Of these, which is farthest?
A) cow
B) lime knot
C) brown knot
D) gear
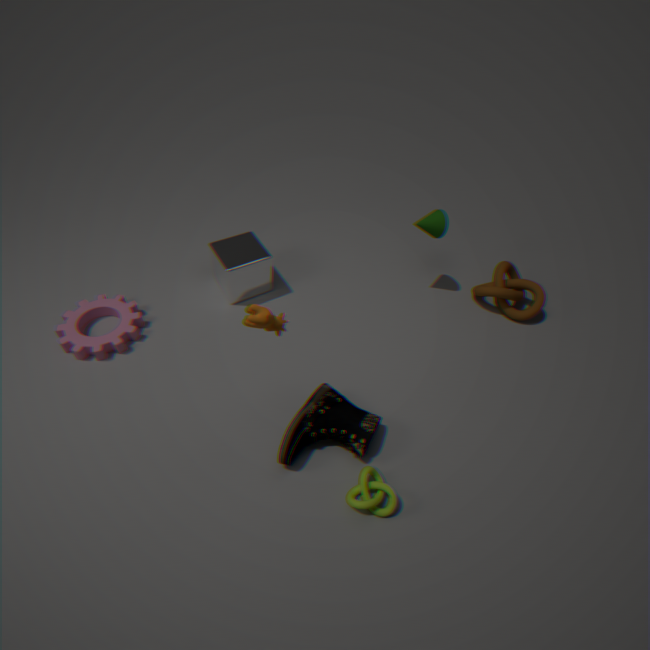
brown knot
